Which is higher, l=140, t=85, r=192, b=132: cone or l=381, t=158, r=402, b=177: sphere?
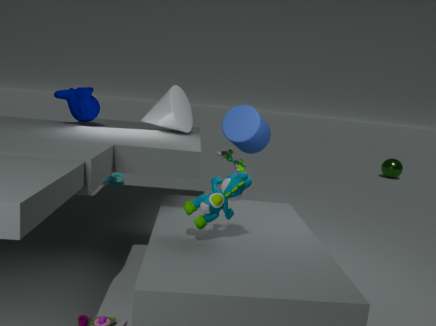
l=140, t=85, r=192, b=132: cone
